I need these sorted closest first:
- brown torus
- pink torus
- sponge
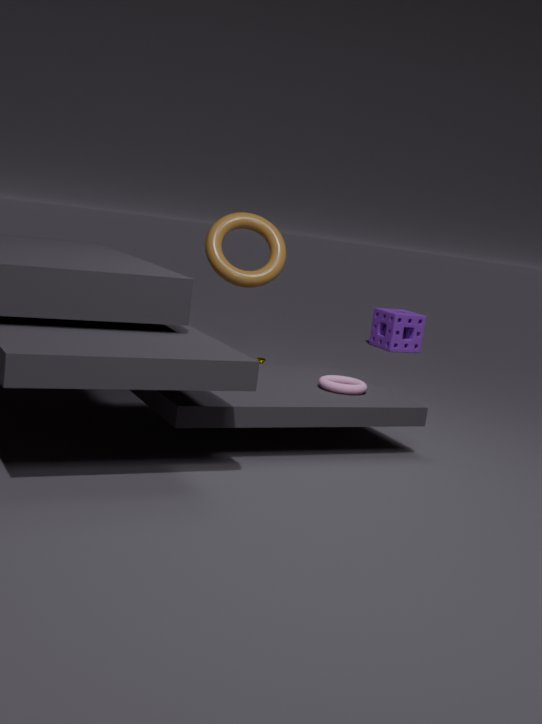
pink torus, brown torus, sponge
